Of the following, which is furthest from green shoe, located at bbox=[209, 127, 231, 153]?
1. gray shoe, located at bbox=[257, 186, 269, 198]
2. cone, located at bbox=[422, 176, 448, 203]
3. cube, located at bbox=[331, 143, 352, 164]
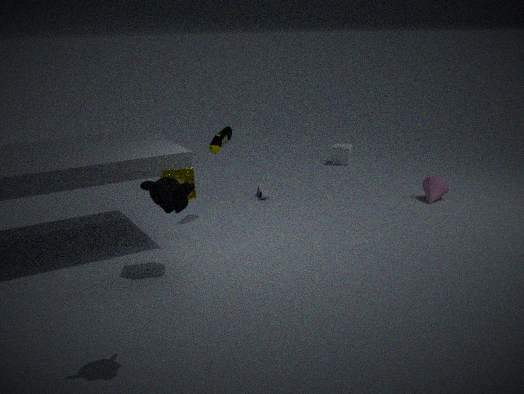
cube, located at bbox=[331, 143, 352, 164]
